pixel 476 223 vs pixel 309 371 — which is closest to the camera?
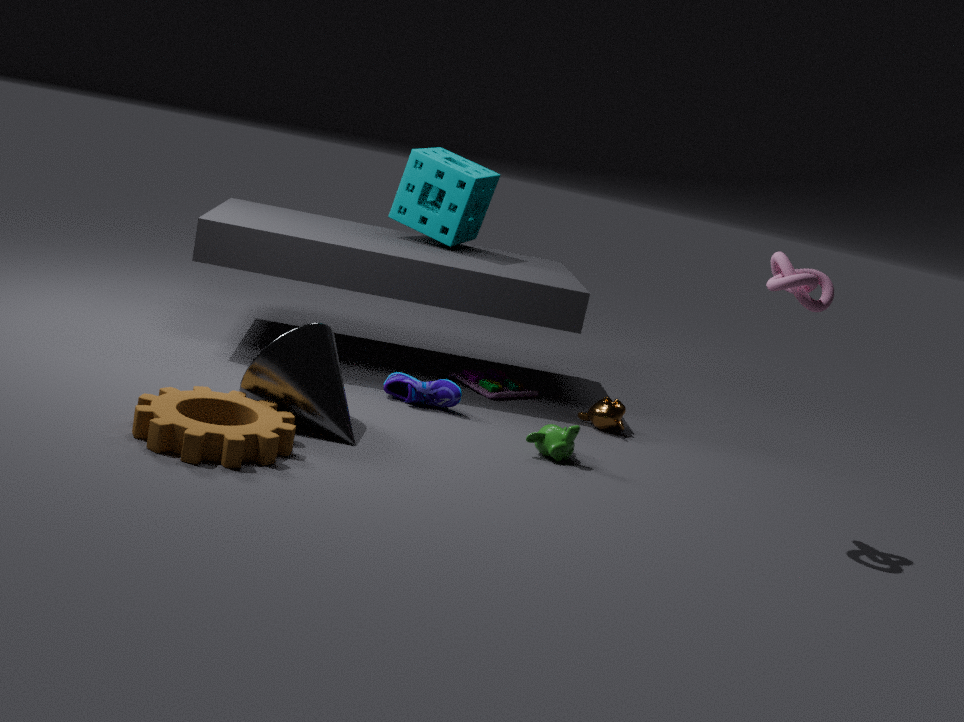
pixel 309 371
